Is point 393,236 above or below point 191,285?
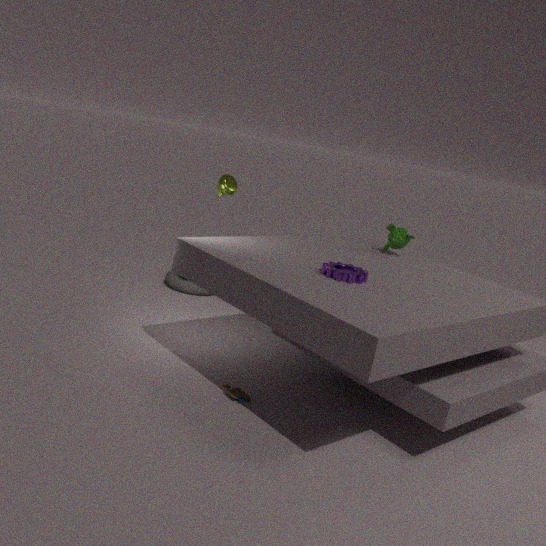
above
